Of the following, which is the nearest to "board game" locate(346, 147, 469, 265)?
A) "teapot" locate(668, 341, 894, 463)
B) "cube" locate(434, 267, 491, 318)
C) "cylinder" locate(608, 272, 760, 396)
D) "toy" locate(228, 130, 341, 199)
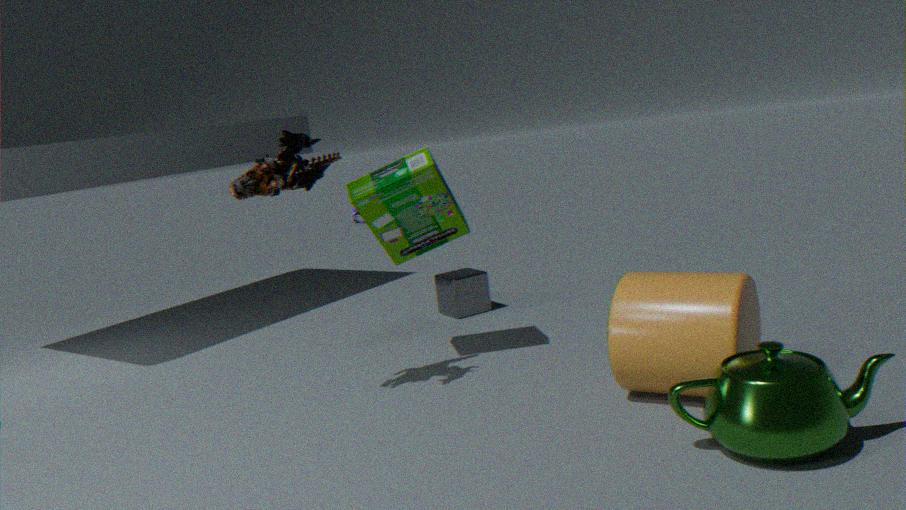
"toy" locate(228, 130, 341, 199)
